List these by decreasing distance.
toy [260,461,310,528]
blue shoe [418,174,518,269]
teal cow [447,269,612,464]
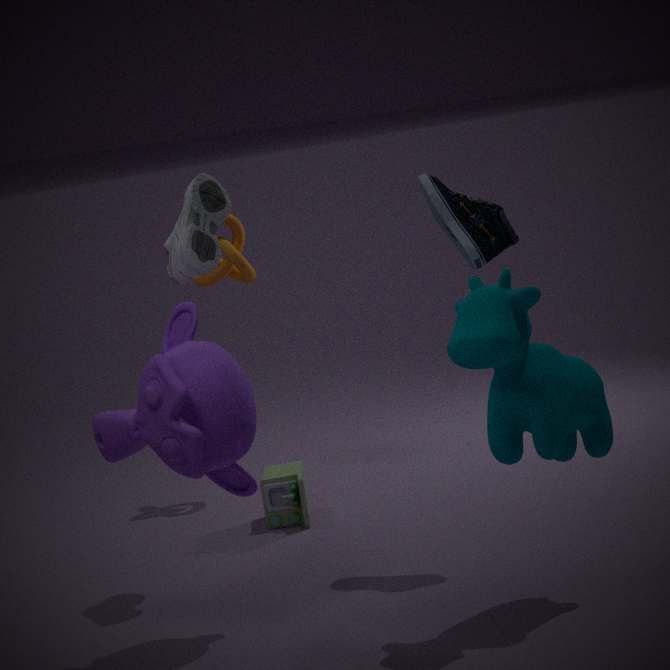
toy [260,461,310,528]
blue shoe [418,174,518,269]
teal cow [447,269,612,464]
